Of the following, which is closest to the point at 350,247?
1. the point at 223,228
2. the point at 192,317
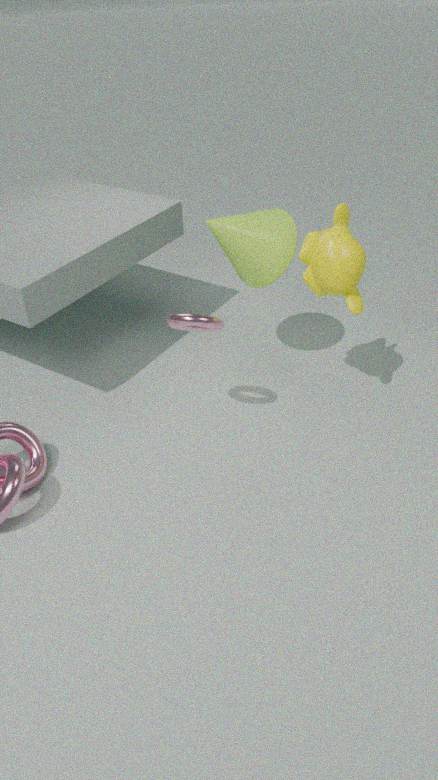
the point at 223,228
